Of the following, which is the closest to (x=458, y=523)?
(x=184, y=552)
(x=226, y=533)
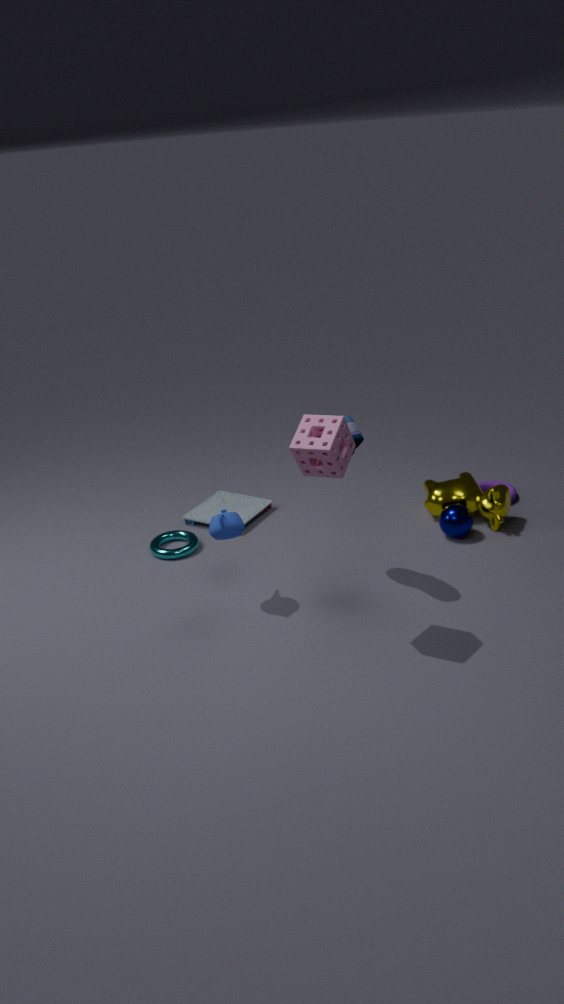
(x=226, y=533)
